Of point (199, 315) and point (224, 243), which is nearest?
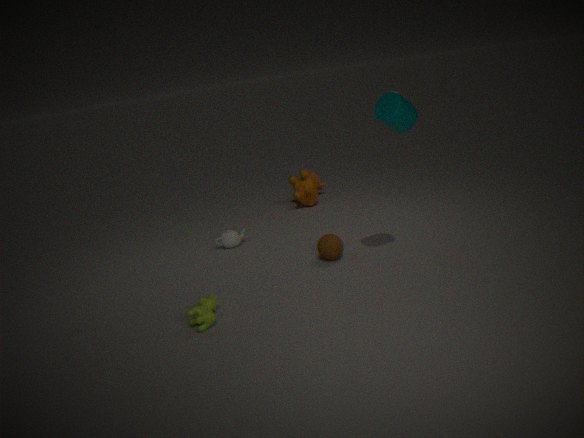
point (199, 315)
